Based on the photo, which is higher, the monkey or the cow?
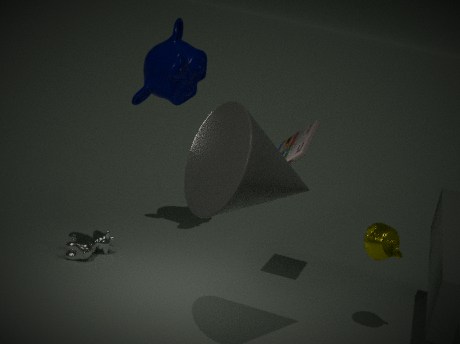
the monkey
